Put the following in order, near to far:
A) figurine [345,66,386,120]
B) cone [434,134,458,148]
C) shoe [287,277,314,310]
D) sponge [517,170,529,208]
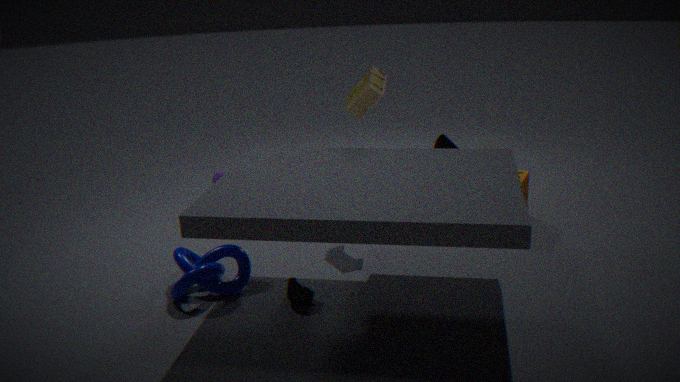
shoe [287,277,314,310], figurine [345,66,386,120], sponge [517,170,529,208], cone [434,134,458,148]
